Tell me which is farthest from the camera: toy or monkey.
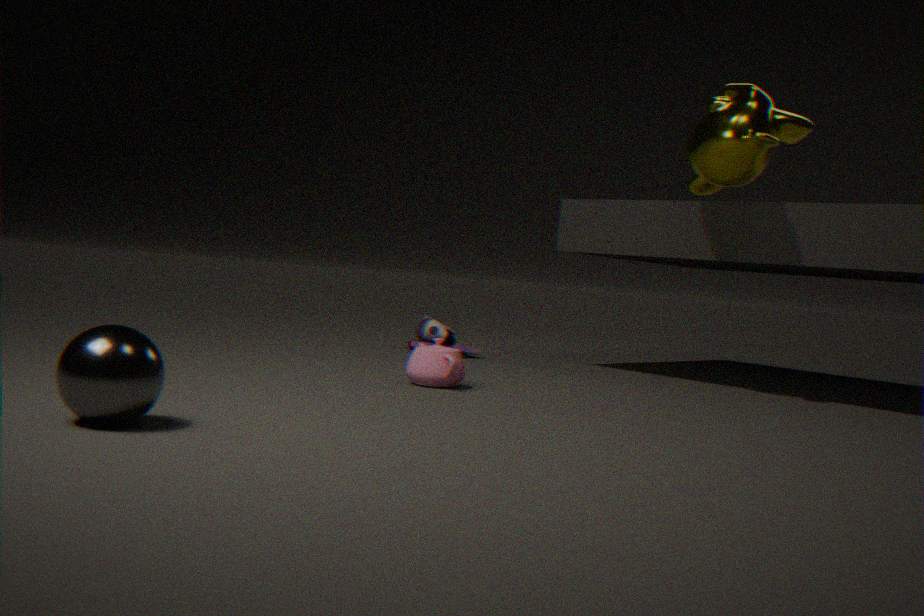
toy
